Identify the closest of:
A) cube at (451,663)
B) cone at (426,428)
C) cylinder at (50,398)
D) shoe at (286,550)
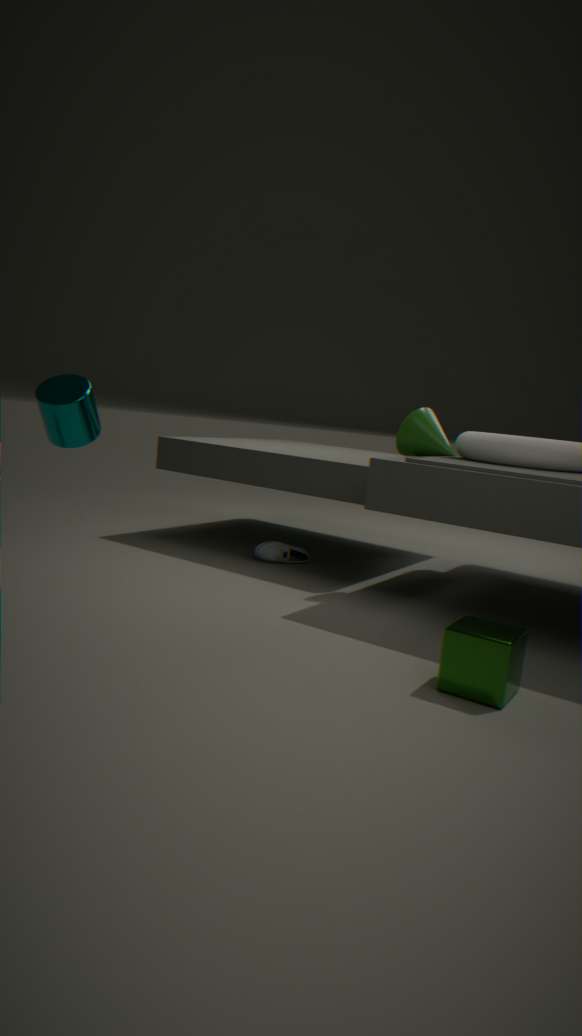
A. cube at (451,663)
